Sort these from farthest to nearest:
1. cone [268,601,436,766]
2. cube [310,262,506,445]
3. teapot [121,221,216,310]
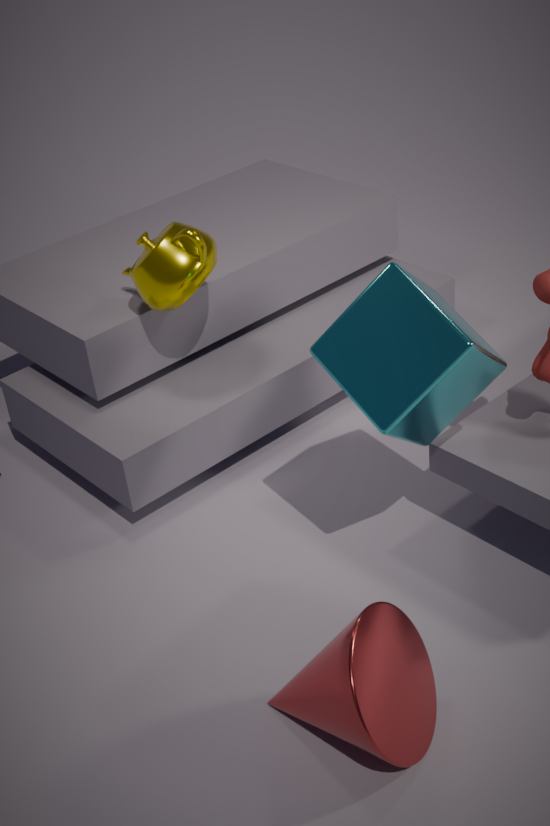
teapot [121,221,216,310] → cube [310,262,506,445] → cone [268,601,436,766]
